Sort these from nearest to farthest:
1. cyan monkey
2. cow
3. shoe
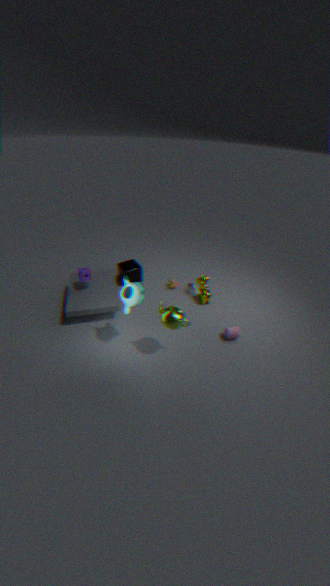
cyan monkey < shoe < cow
